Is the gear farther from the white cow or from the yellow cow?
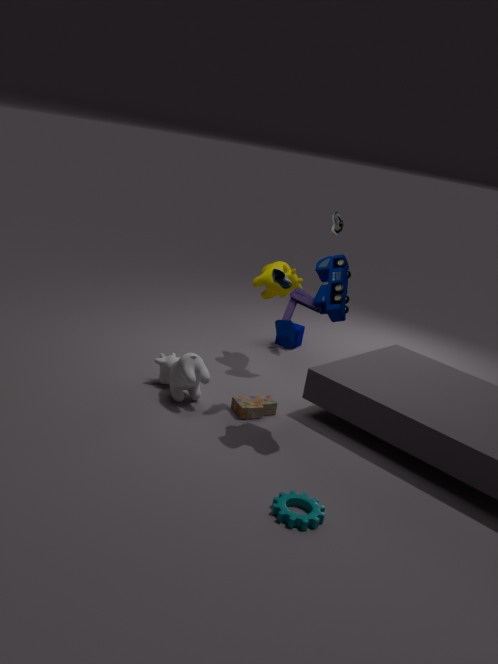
the yellow cow
